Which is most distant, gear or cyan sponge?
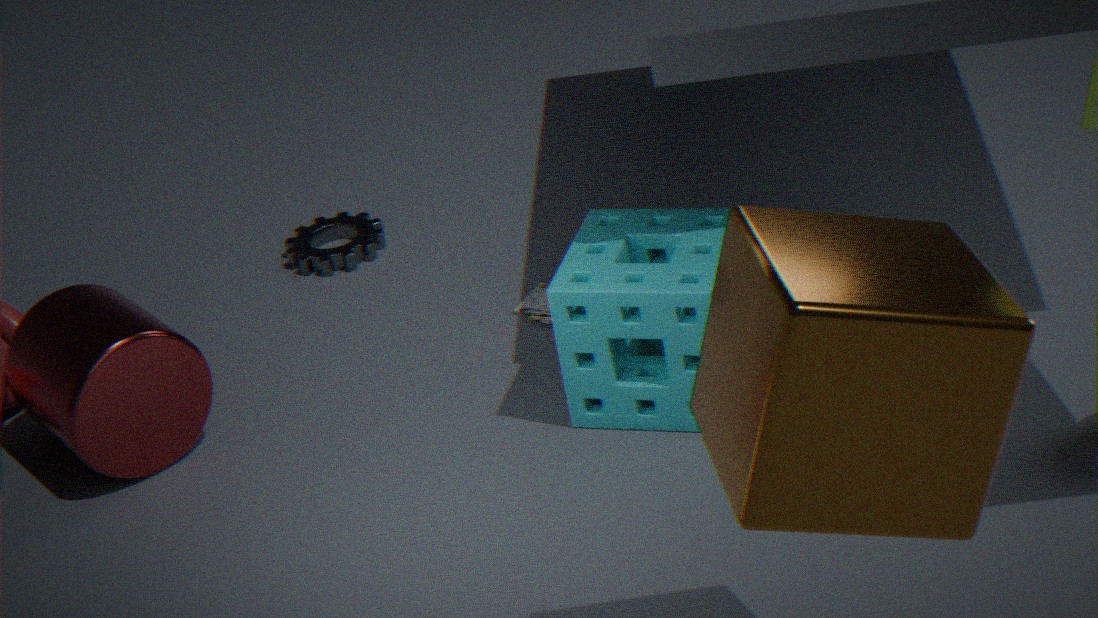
gear
